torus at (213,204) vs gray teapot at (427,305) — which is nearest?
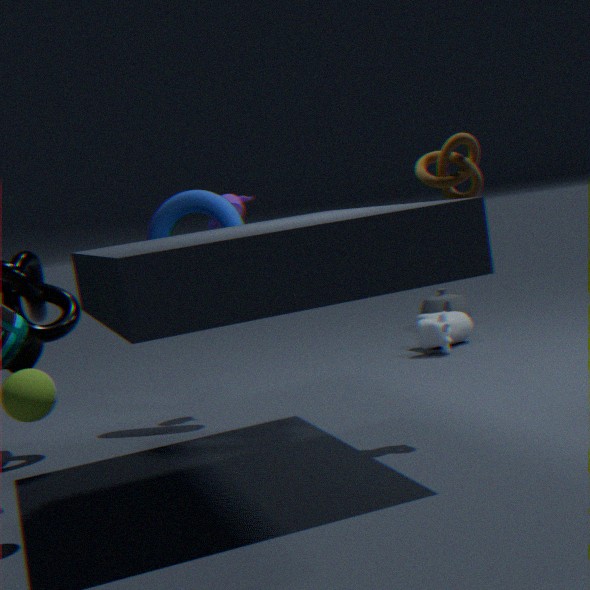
torus at (213,204)
